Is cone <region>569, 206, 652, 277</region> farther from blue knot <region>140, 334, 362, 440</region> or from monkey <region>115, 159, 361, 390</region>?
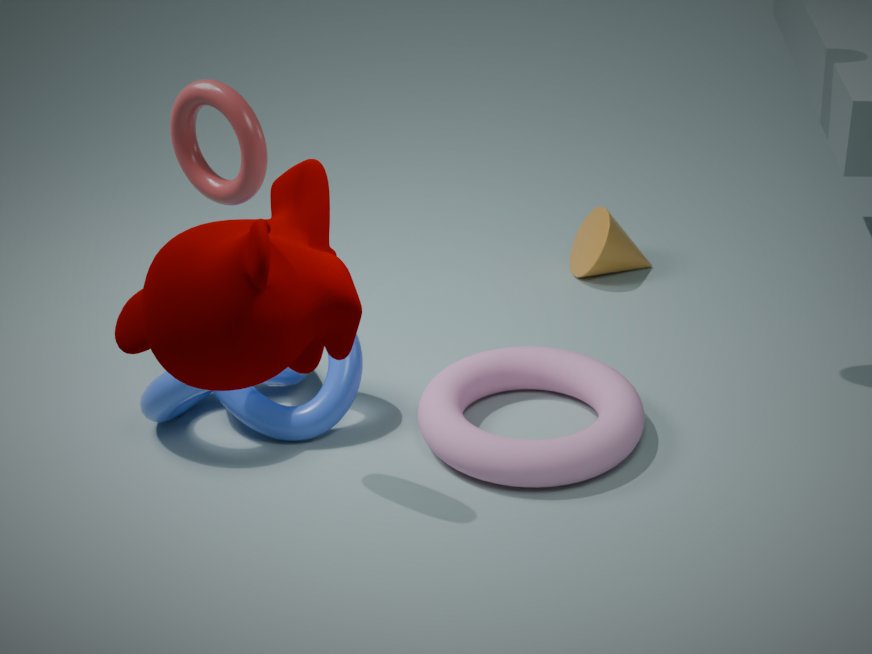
monkey <region>115, 159, 361, 390</region>
